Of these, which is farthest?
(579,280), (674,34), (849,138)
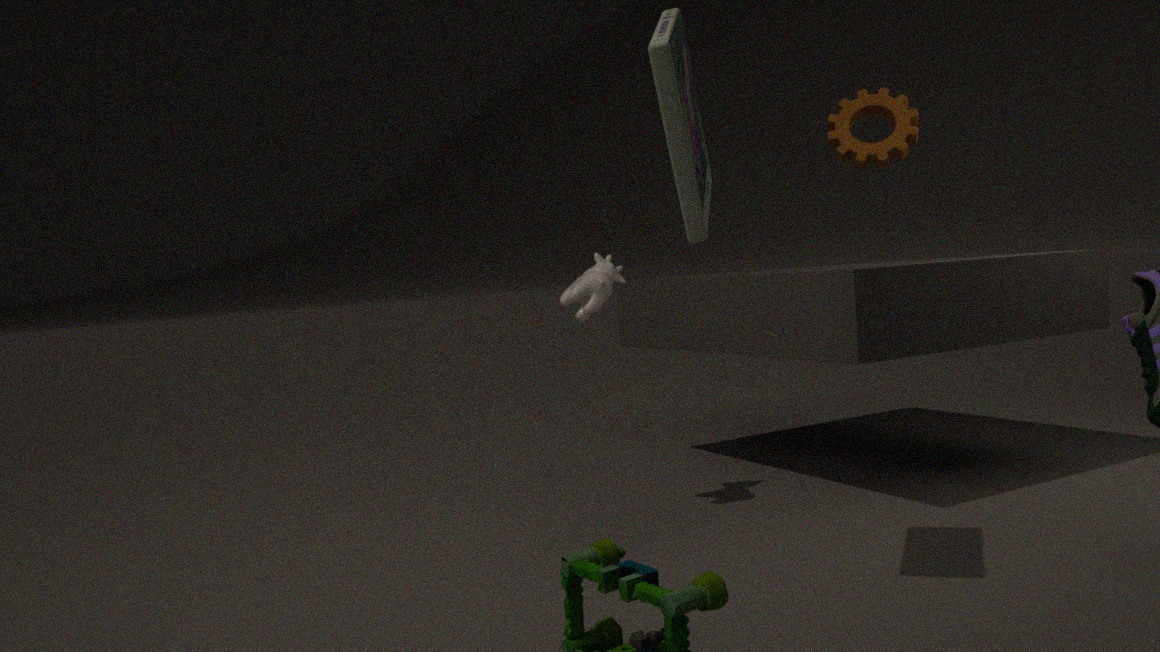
(849,138)
